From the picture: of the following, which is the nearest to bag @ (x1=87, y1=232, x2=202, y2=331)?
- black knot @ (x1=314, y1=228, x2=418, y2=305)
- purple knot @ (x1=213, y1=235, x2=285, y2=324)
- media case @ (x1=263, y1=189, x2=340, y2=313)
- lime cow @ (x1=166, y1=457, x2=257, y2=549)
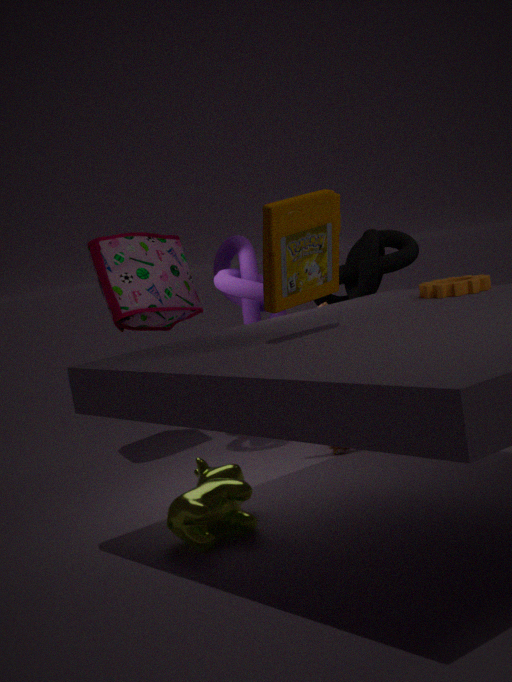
purple knot @ (x1=213, y1=235, x2=285, y2=324)
